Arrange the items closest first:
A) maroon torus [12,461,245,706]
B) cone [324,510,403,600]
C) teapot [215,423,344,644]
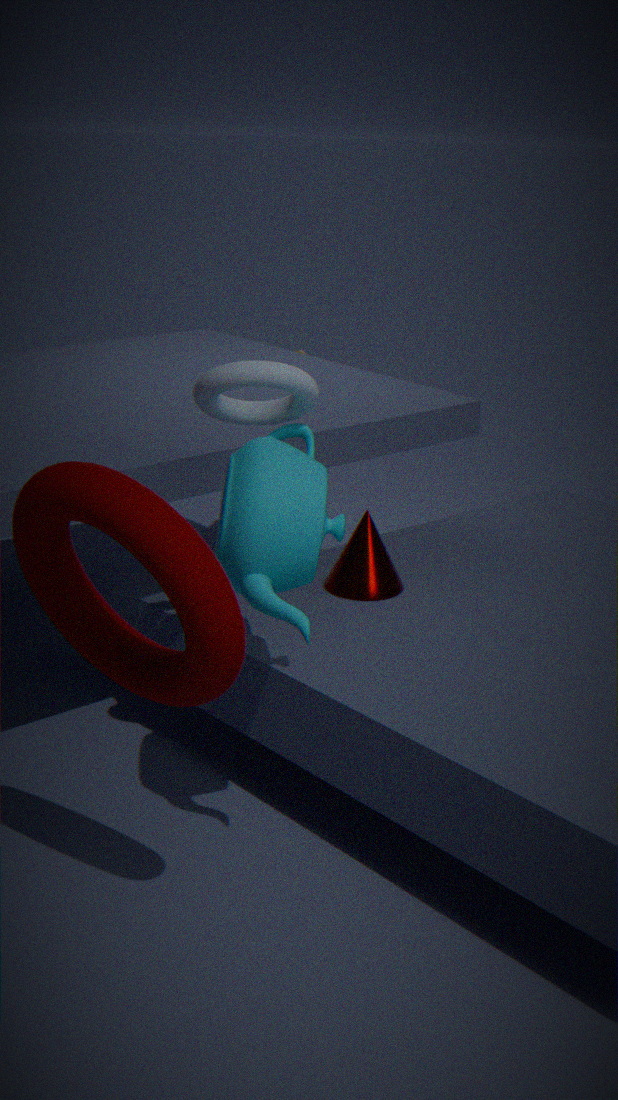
maroon torus [12,461,245,706]
teapot [215,423,344,644]
cone [324,510,403,600]
